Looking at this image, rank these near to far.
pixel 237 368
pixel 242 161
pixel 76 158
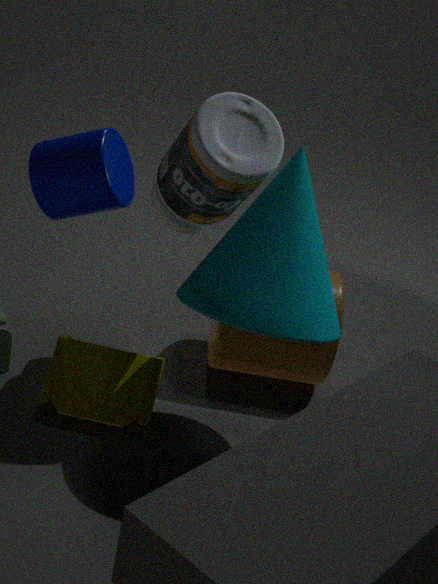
pixel 76 158, pixel 242 161, pixel 237 368
